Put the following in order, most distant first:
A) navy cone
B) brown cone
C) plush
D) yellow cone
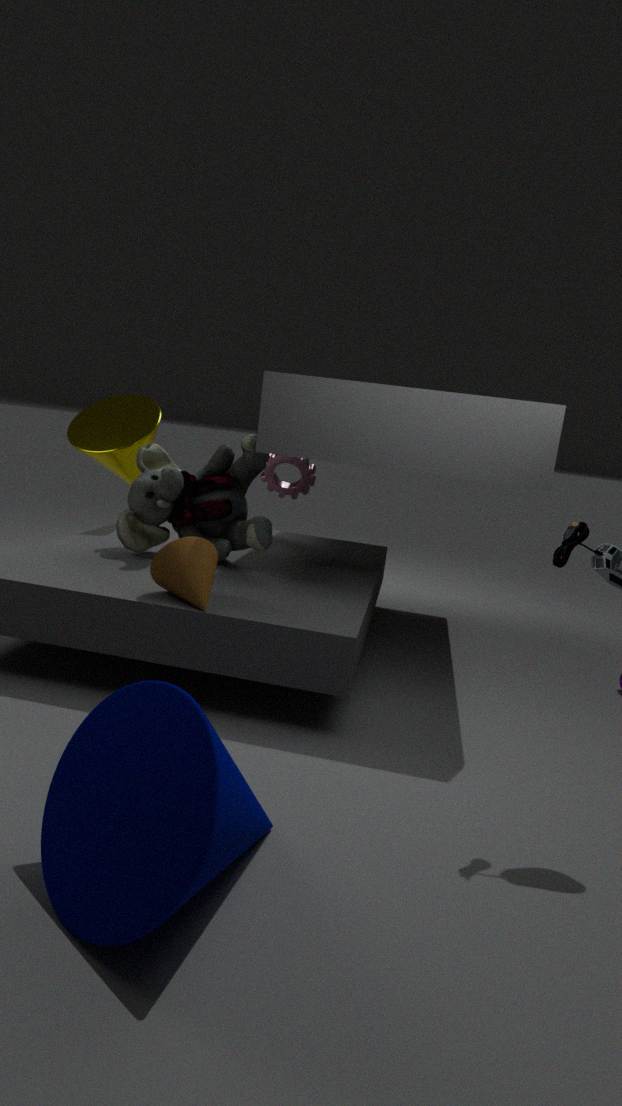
yellow cone < plush < brown cone < navy cone
